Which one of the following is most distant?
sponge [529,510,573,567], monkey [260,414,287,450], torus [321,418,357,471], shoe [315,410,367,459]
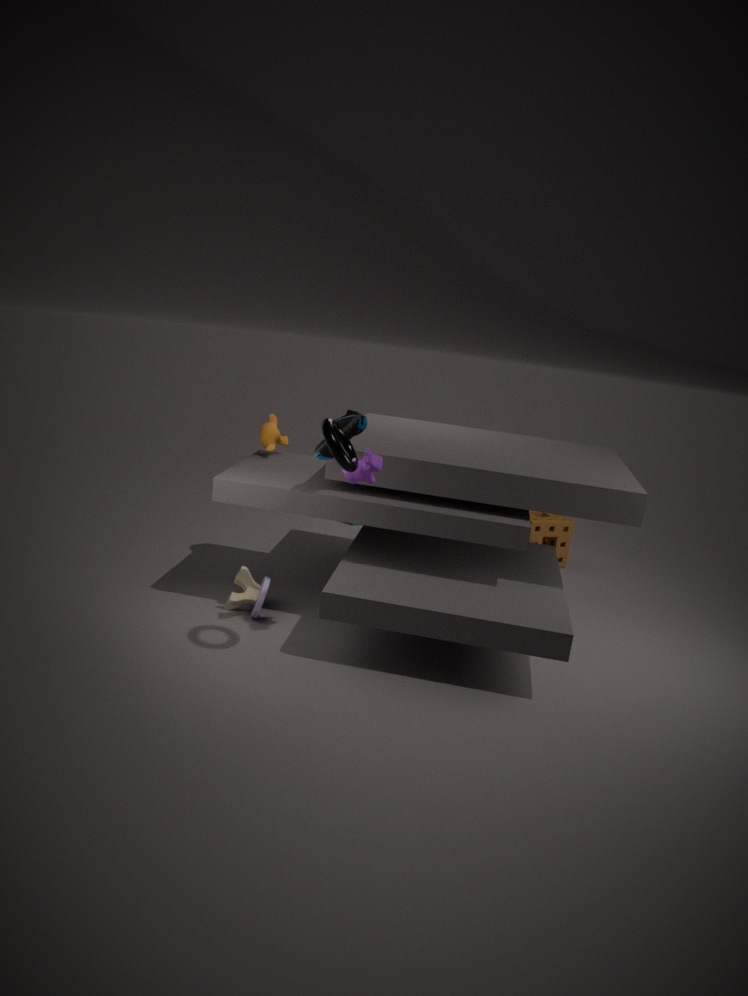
sponge [529,510,573,567]
